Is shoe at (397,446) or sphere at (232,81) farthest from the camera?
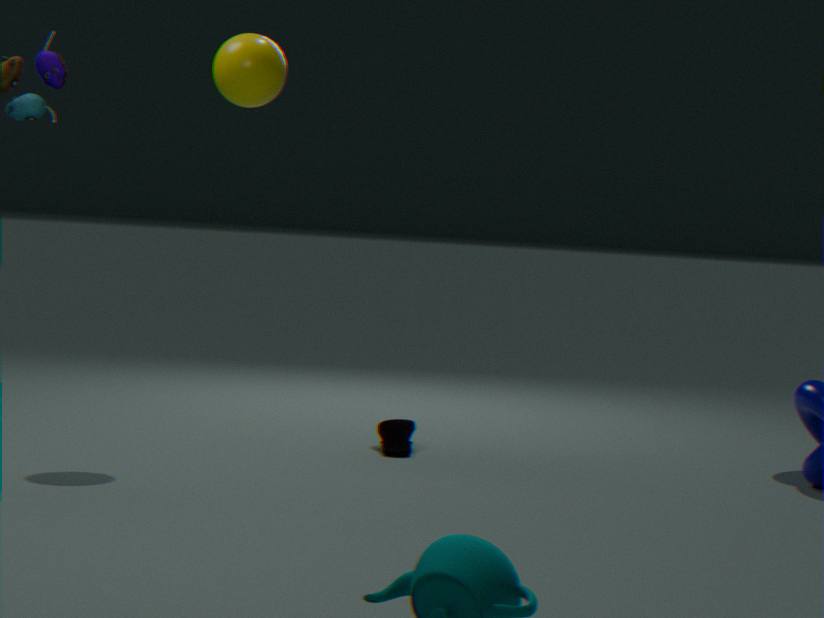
shoe at (397,446)
